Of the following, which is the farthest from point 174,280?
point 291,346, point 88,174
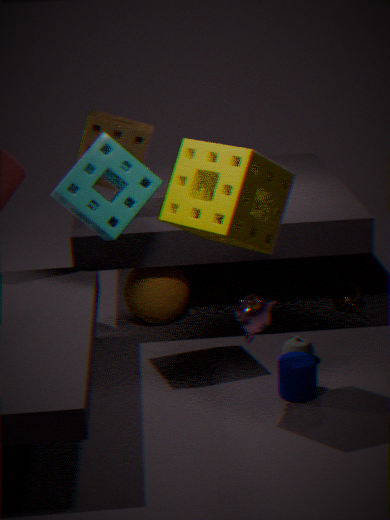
point 291,346
